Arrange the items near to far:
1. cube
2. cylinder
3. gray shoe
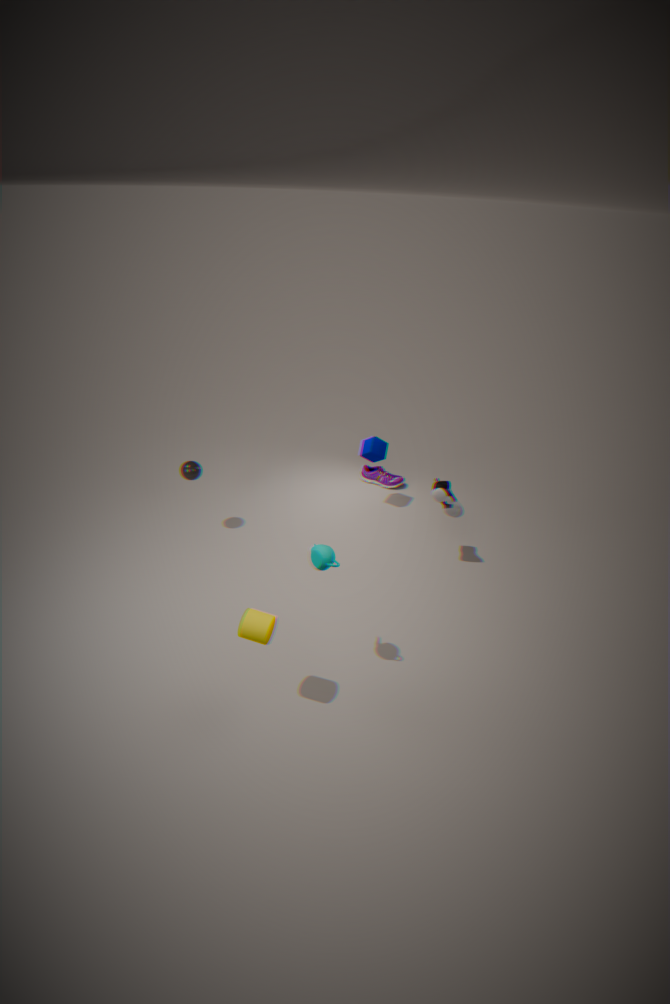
cylinder → gray shoe → cube
